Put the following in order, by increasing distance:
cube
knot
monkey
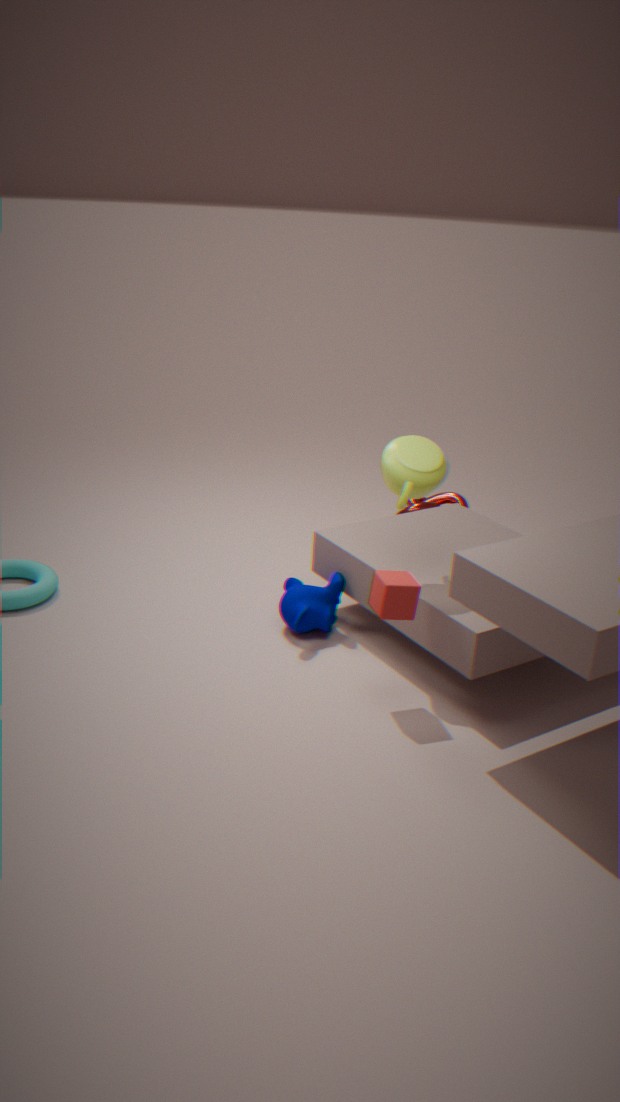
cube → monkey → knot
